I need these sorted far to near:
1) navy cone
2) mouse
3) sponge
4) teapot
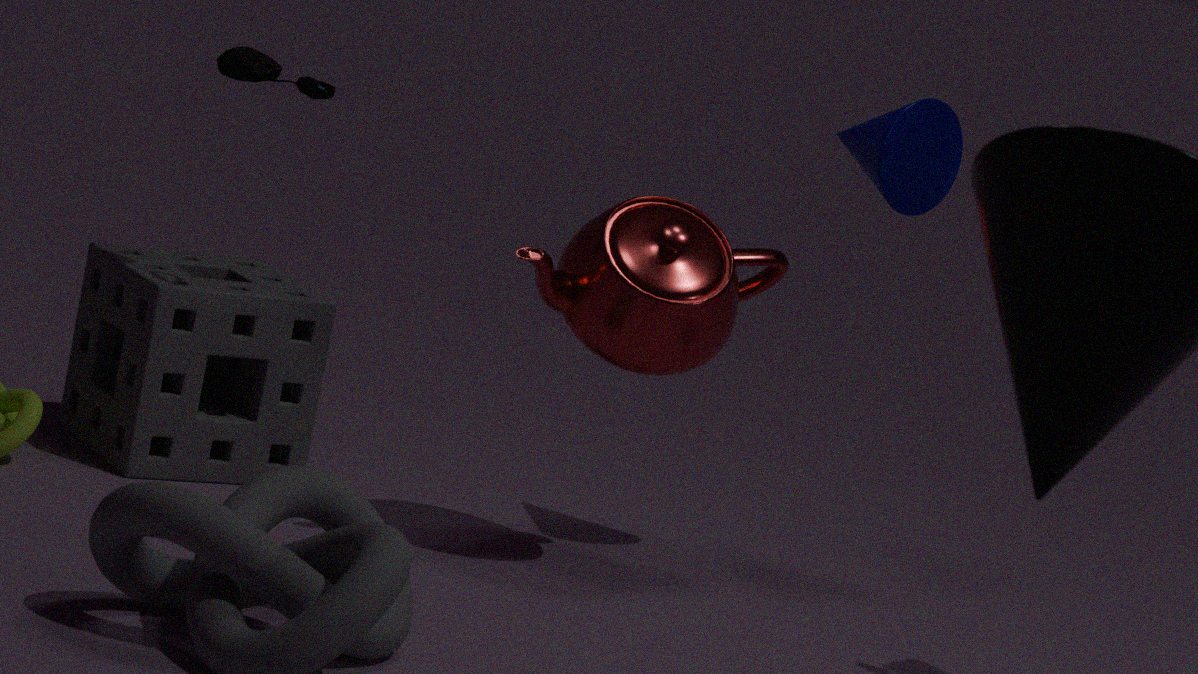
3. sponge < 1. navy cone < 2. mouse < 4. teapot
